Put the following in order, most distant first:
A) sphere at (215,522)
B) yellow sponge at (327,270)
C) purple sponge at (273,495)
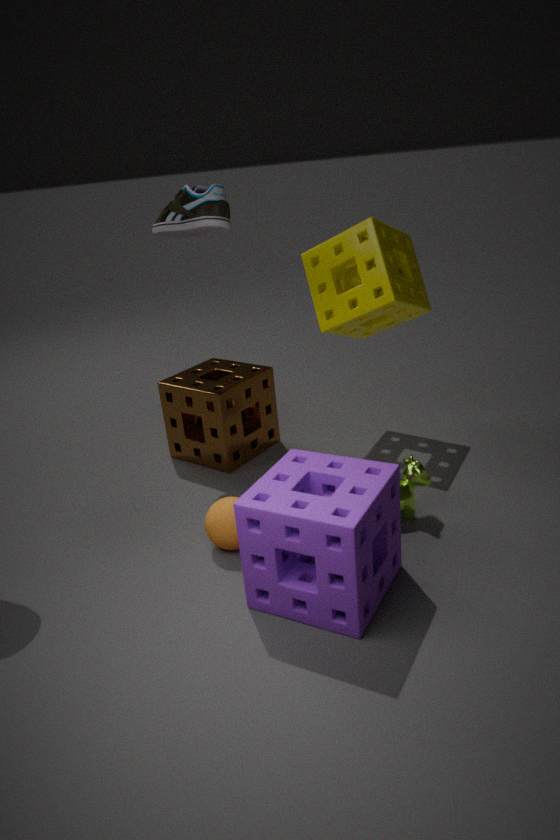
1. yellow sponge at (327,270)
2. sphere at (215,522)
3. purple sponge at (273,495)
